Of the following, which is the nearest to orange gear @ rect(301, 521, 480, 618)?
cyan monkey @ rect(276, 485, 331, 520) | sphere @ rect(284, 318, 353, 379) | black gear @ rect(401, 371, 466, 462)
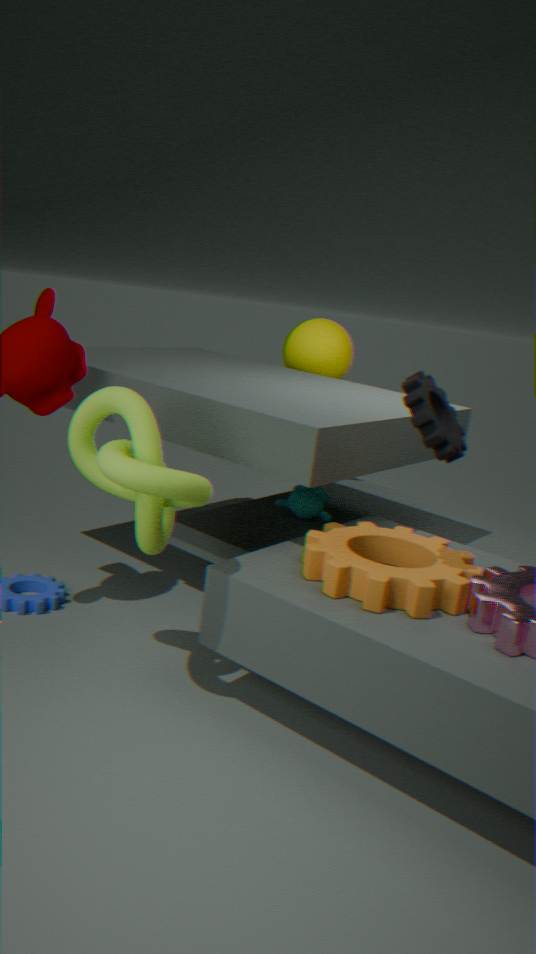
black gear @ rect(401, 371, 466, 462)
